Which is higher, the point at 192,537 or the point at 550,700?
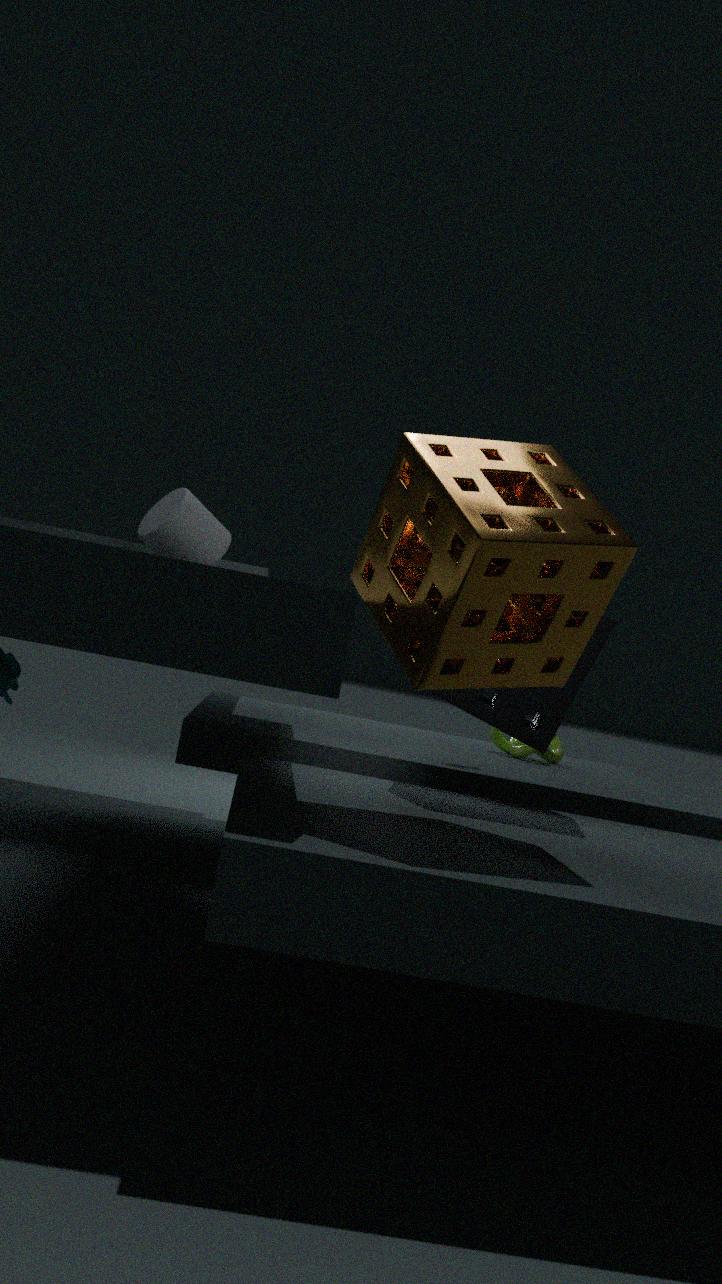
the point at 192,537
